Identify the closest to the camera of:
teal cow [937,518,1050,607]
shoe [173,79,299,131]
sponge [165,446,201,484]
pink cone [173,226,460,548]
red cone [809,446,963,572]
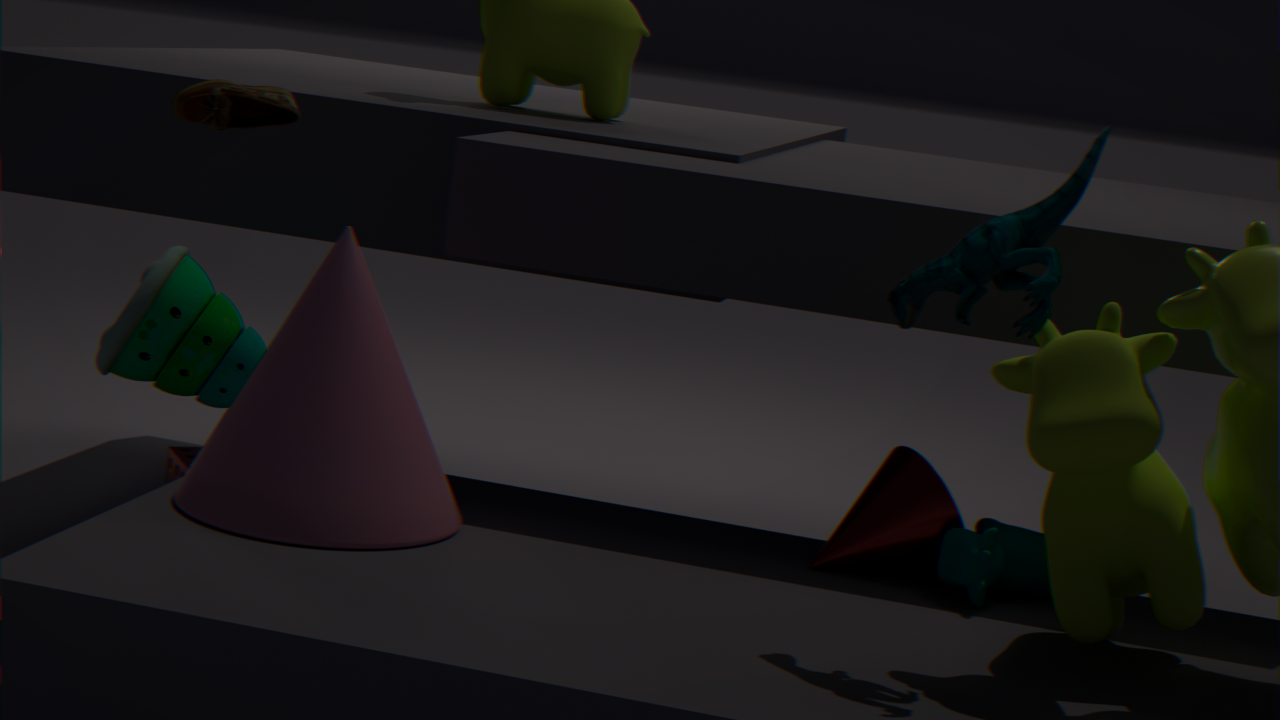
pink cone [173,226,460,548]
